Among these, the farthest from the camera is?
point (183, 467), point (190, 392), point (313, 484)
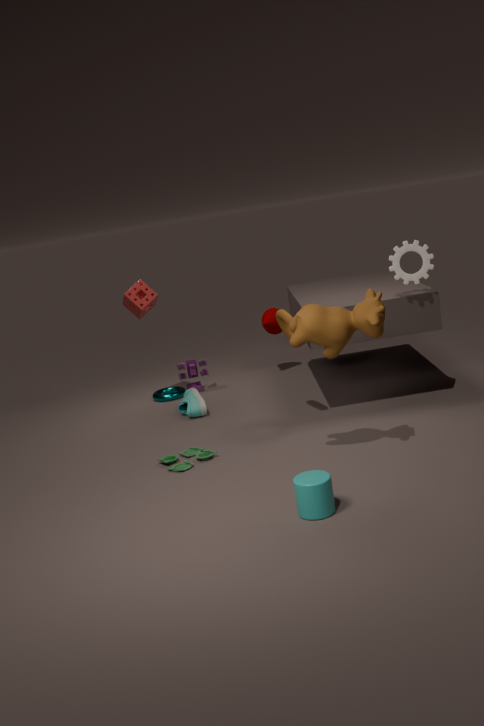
point (190, 392)
